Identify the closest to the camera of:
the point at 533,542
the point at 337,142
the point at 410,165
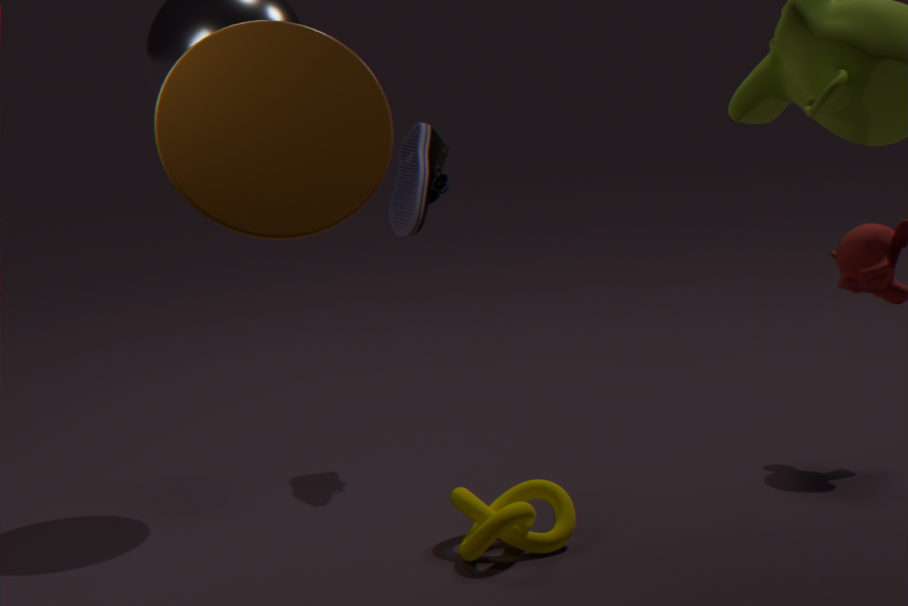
the point at 337,142
